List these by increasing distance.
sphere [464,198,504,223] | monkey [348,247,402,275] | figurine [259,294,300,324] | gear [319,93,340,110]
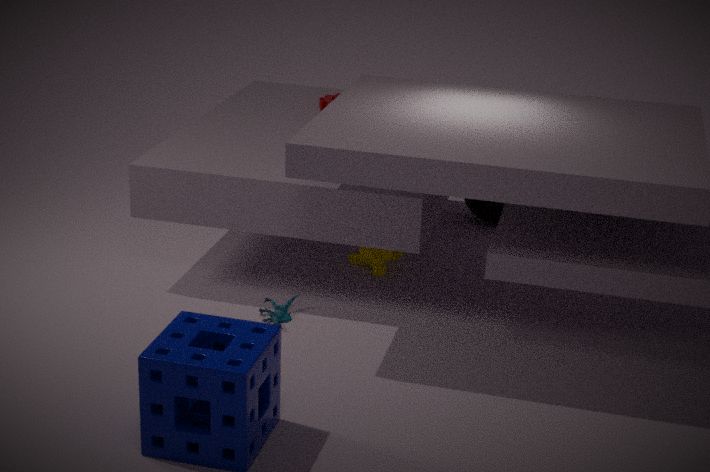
1. figurine [259,294,300,324]
2. monkey [348,247,402,275]
3. gear [319,93,340,110]
4. sphere [464,198,504,223]
